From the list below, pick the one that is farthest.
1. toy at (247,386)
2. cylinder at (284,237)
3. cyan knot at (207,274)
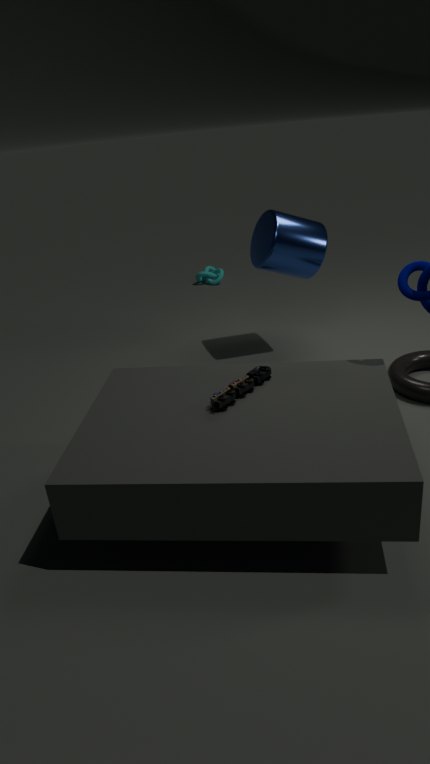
cyan knot at (207,274)
